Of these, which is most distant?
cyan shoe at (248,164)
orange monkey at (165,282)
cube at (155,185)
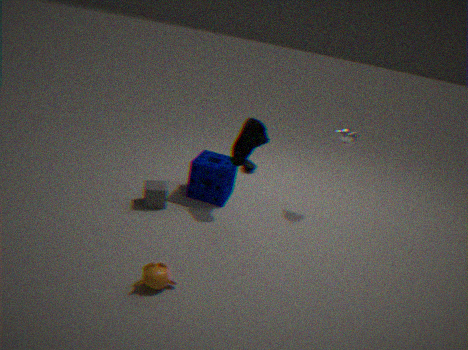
cyan shoe at (248,164)
